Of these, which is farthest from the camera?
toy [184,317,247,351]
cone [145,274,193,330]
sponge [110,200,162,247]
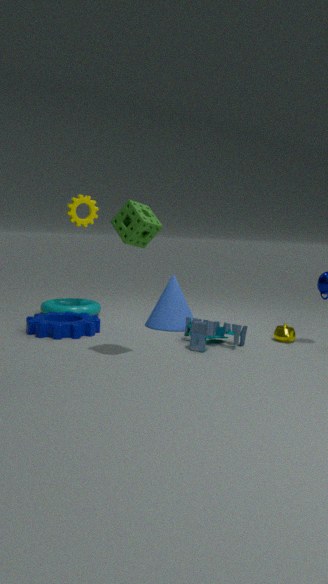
cone [145,274,193,330]
